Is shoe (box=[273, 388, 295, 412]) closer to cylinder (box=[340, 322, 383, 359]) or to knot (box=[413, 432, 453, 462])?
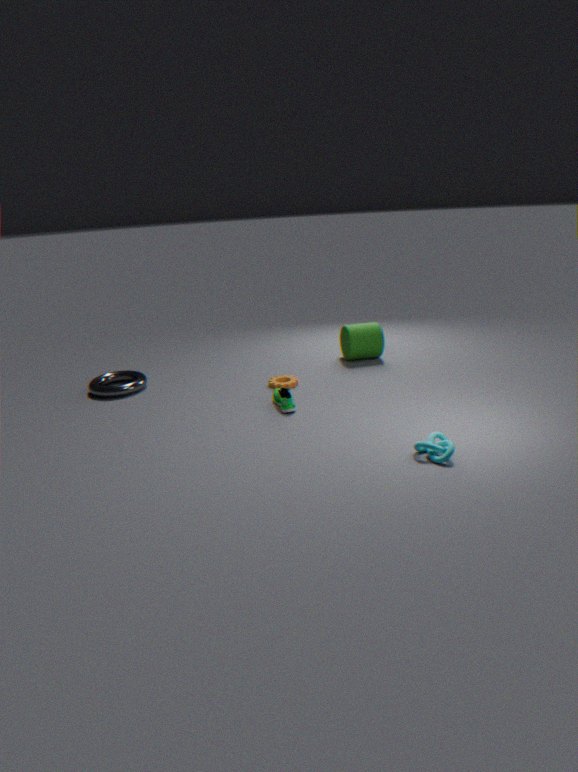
cylinder (box=[340, 322, 383, 359])
